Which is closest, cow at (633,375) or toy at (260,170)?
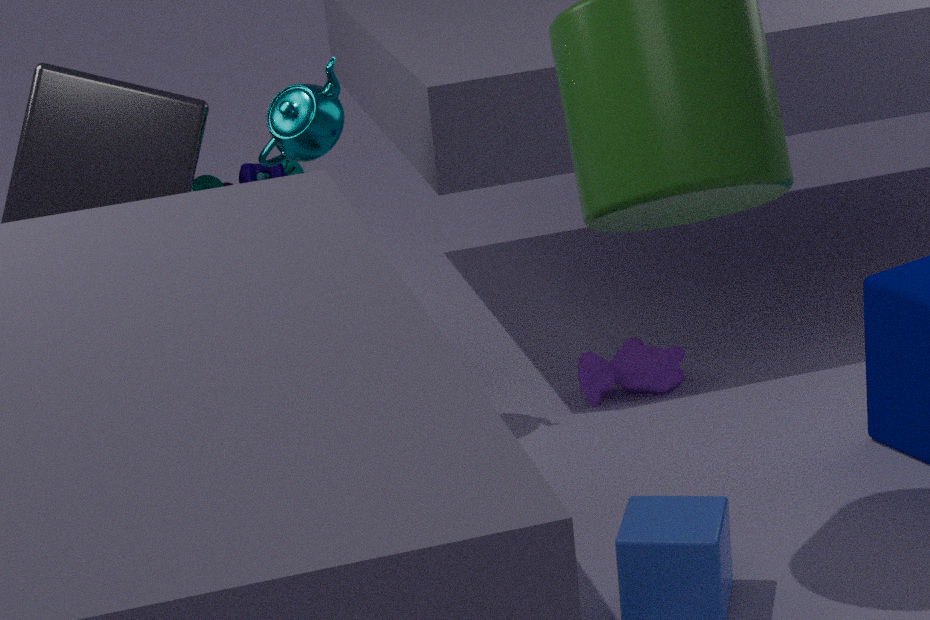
toy at (260,170)
